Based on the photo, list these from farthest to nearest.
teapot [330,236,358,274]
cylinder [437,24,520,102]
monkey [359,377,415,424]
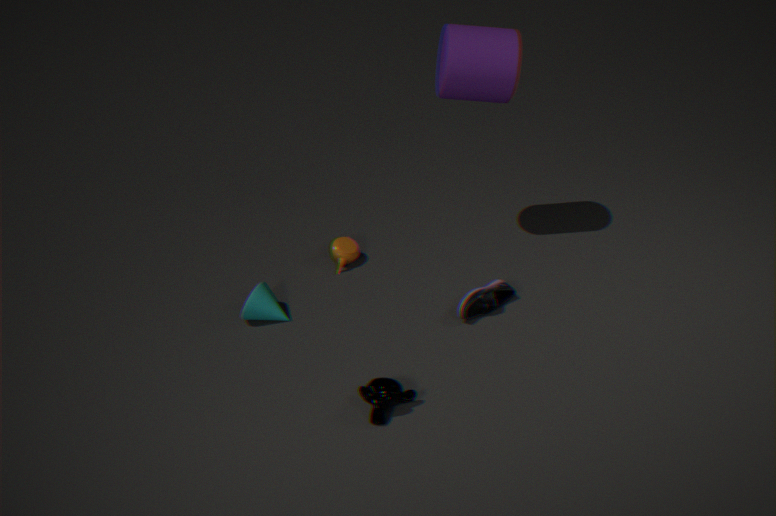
teapot [330,236,358,274] < cylinder [437,24,520,102] < monkey [359,377,415,424]
